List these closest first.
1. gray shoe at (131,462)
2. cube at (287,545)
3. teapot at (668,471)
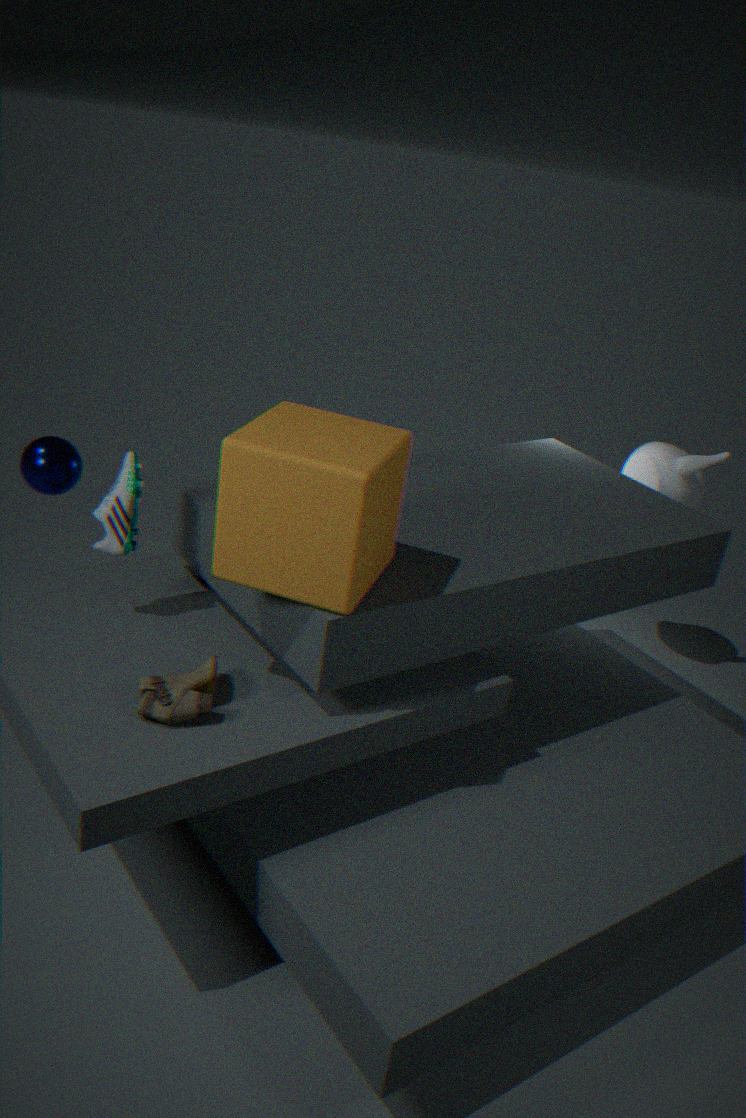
→ 1. cube at (287,545)
2. gray shoe at (131,462)
3. teapot at (668,471)
